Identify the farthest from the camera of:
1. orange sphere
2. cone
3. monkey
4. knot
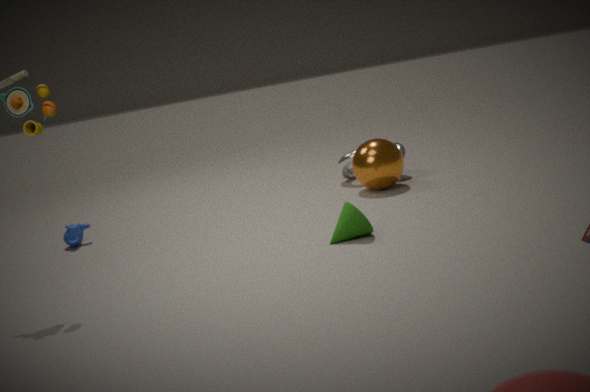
knot
